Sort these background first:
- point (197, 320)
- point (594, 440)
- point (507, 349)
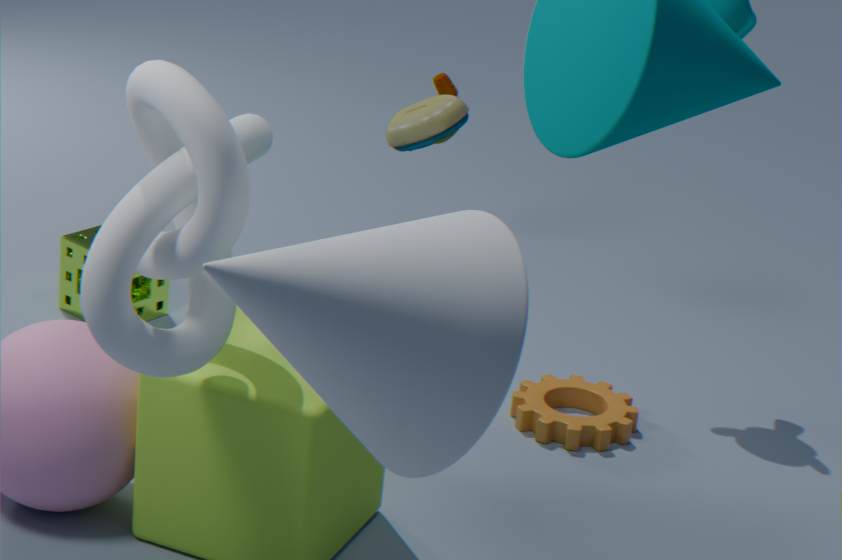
point (594, 440)
point (197, 320)
point (507, 349)
